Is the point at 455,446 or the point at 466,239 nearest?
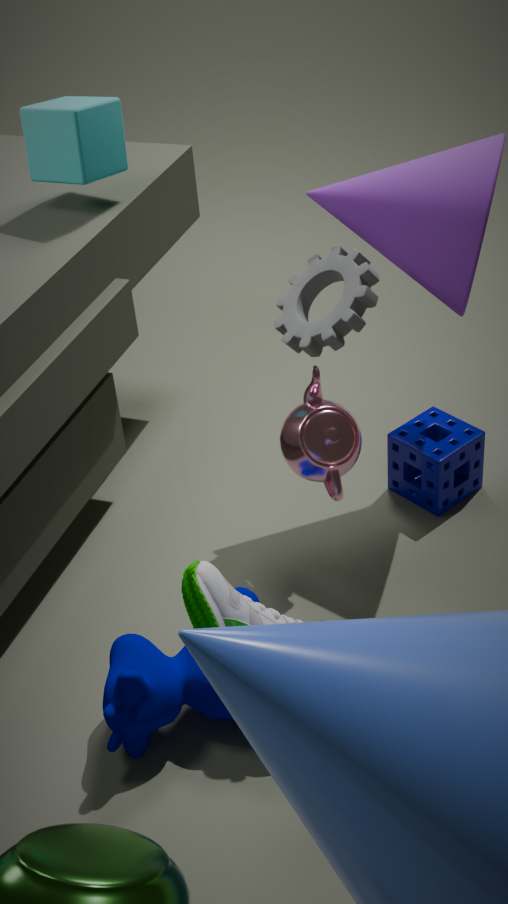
the point at 466,239
